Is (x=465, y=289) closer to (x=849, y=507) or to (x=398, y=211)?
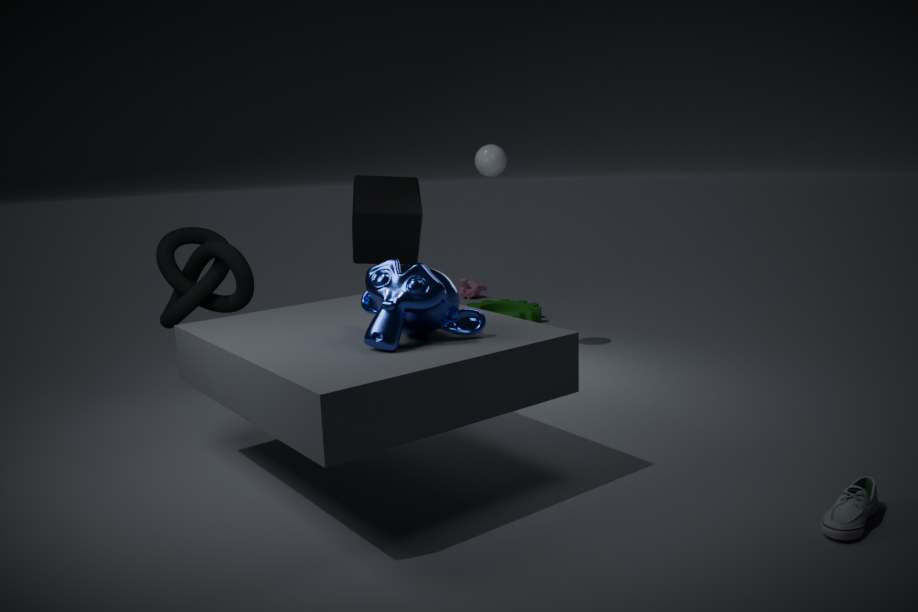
(x=398, y=211)
